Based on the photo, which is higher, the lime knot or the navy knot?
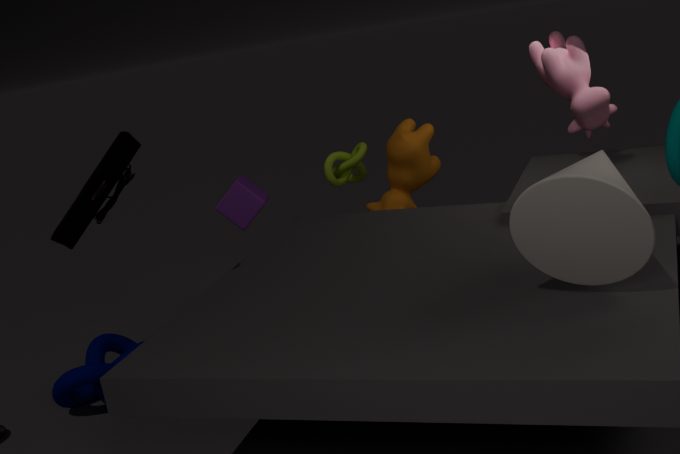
the lime knot
